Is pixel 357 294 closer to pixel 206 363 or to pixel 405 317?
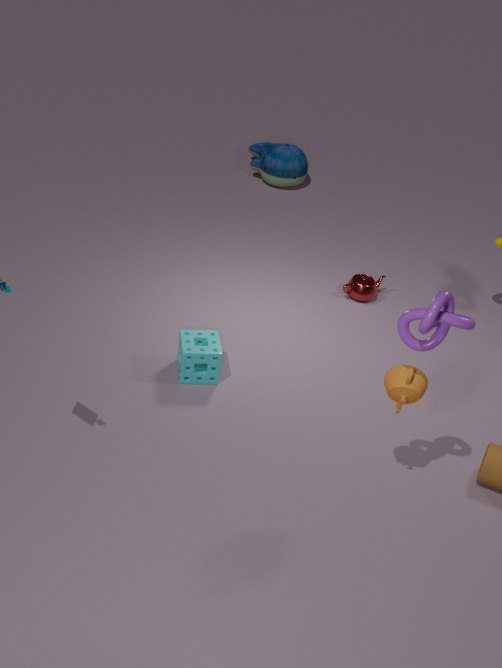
pixel 206 363
